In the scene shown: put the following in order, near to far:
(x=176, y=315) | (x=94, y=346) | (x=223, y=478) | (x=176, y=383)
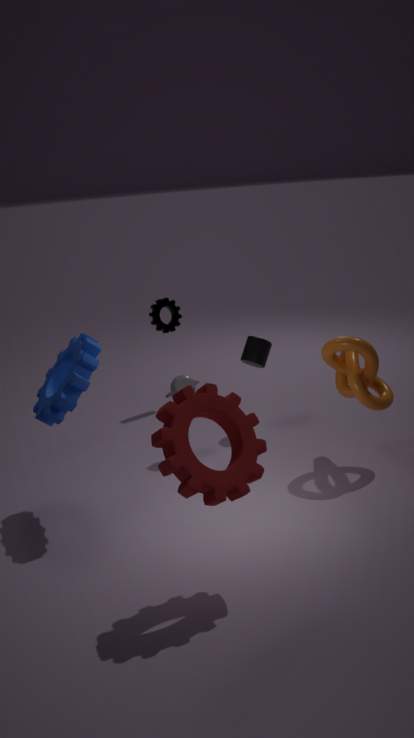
1. (x=223, y=478)
2. (x=94, y=346)
3. (x=176, y=383)
4. (x=176, y=315)
